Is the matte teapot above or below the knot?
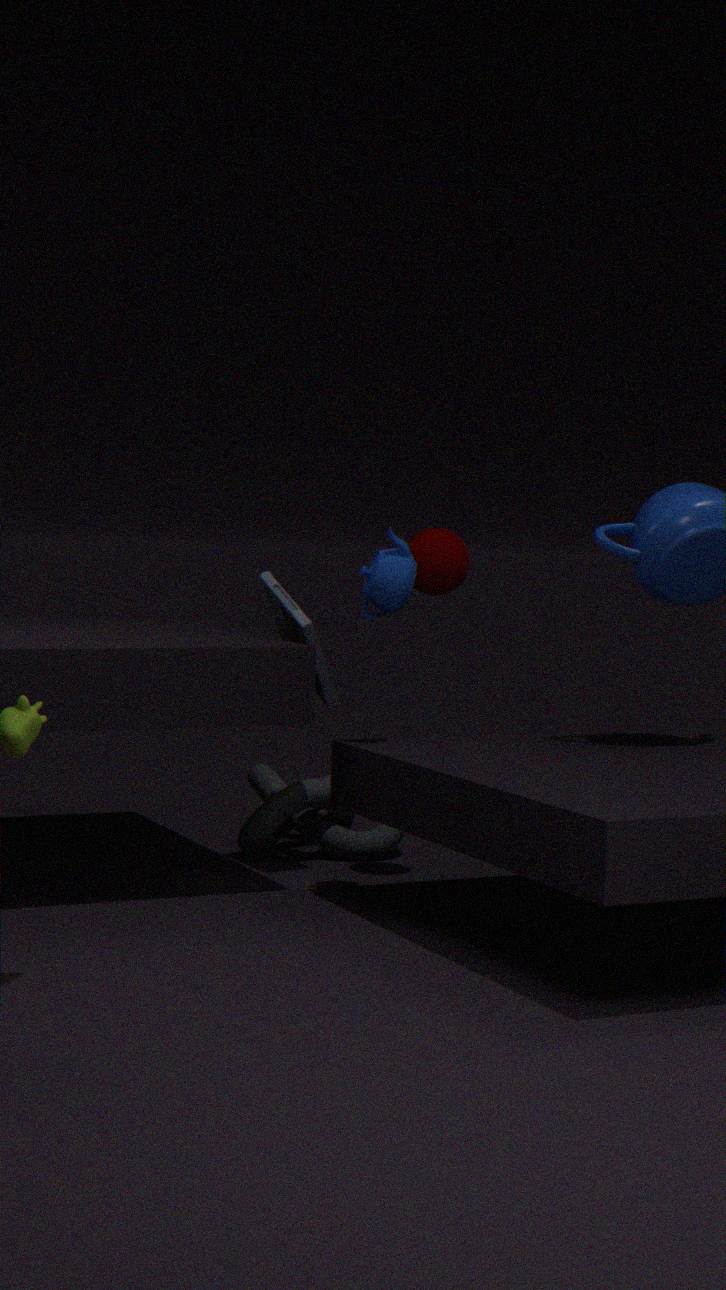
above
